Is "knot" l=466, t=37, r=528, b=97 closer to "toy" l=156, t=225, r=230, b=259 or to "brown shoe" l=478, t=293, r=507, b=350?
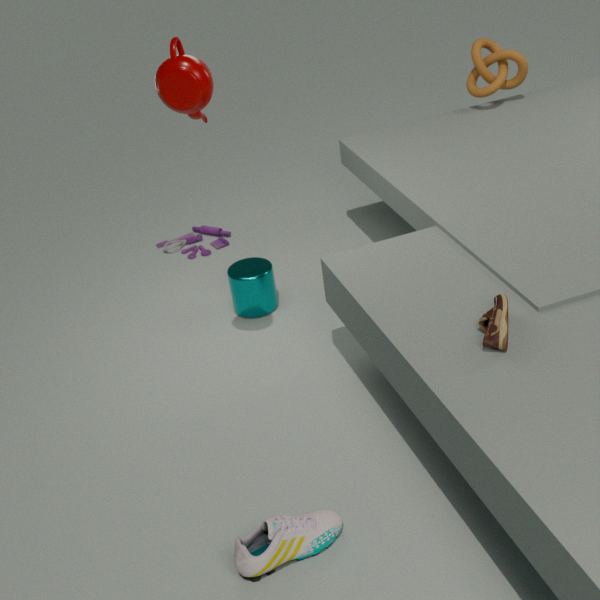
"toy" l=156, t=225, r=230, b=259
